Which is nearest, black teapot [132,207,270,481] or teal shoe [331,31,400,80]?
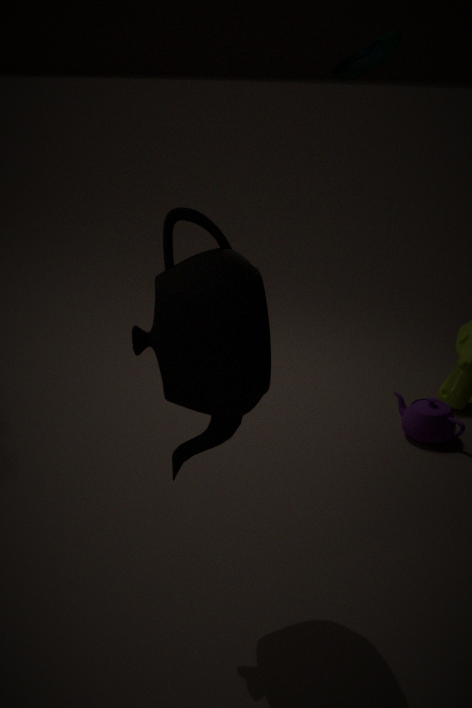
black teapot [132,207,270,481]
